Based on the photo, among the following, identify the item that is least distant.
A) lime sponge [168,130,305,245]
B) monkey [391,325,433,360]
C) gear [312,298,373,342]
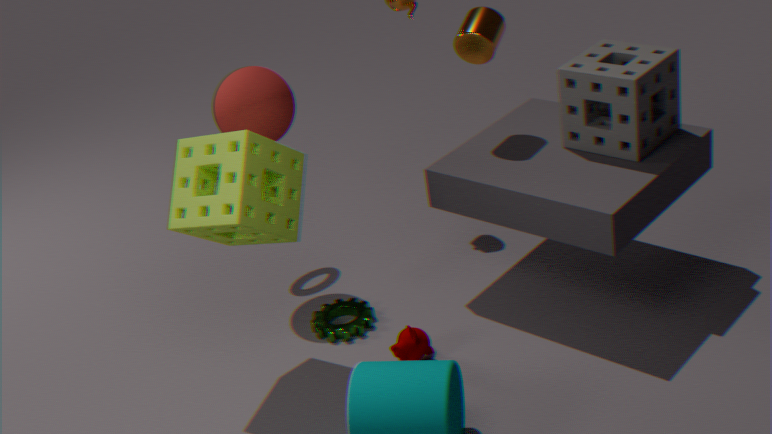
lime sponge [168,130,305,245]
